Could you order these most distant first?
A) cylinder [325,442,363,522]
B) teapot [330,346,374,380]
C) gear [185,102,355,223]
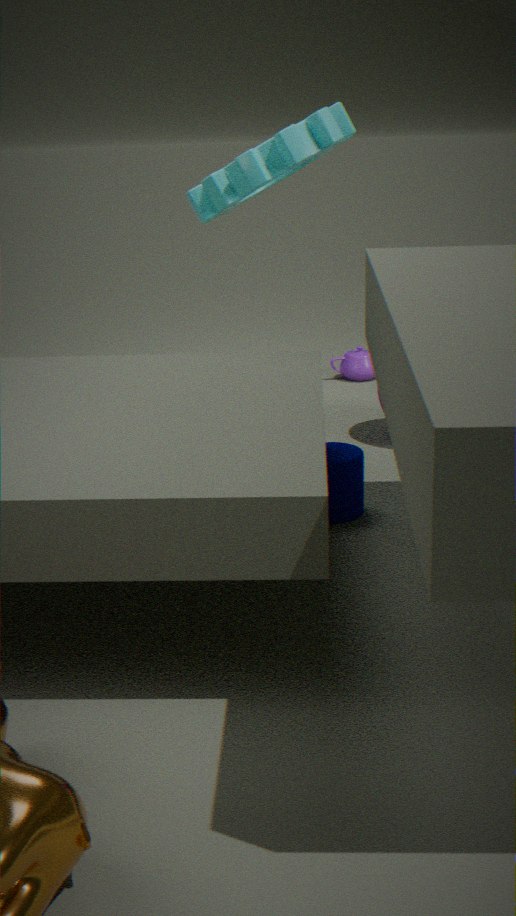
teapot [330,346,374,380] → gear [185,102,355,223] → cylinder [325,442,363,522]
